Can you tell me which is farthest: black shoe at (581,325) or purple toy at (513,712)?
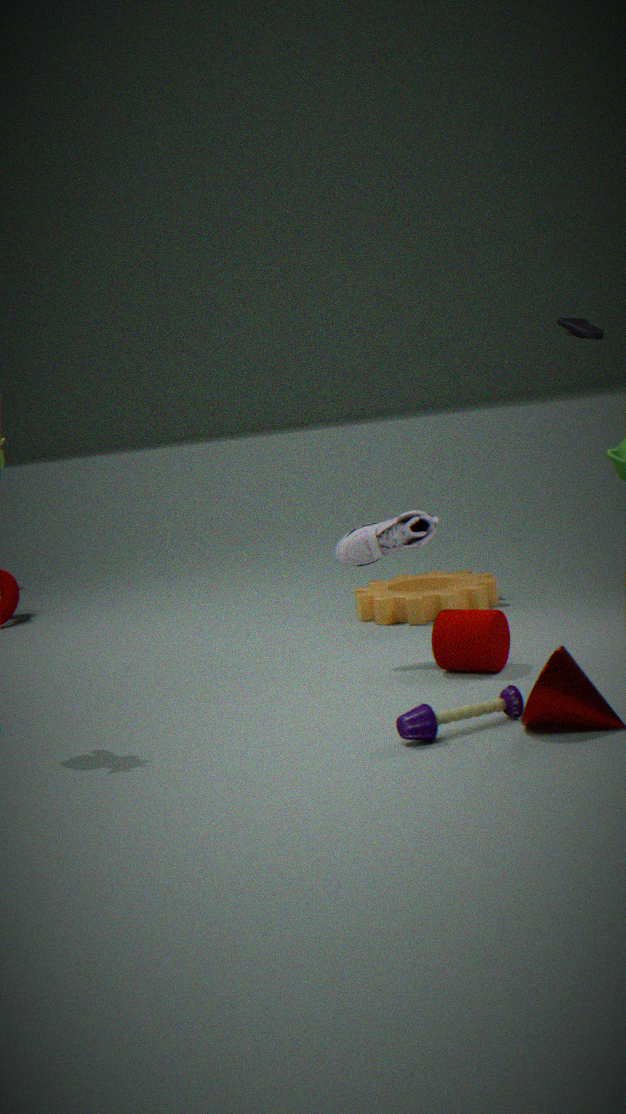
black shoe at (581,325)
